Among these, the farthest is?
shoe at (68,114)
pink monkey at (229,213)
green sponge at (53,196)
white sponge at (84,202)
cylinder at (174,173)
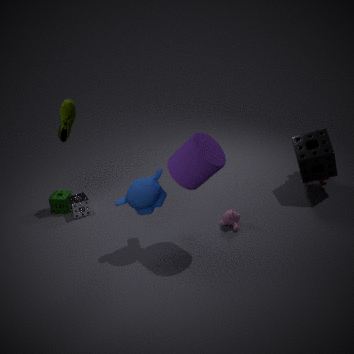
green sponge at (53,196)
